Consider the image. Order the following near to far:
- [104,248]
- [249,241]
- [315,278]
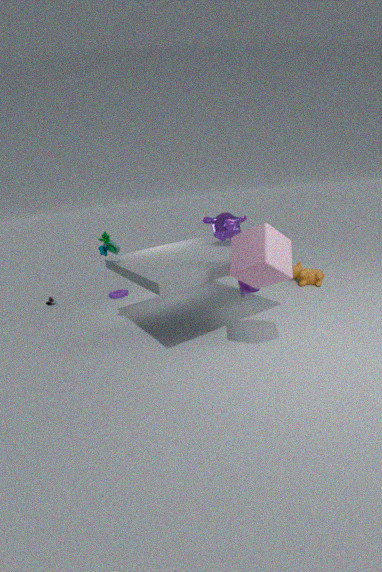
[249,241]
[104,248]
[315,278]
